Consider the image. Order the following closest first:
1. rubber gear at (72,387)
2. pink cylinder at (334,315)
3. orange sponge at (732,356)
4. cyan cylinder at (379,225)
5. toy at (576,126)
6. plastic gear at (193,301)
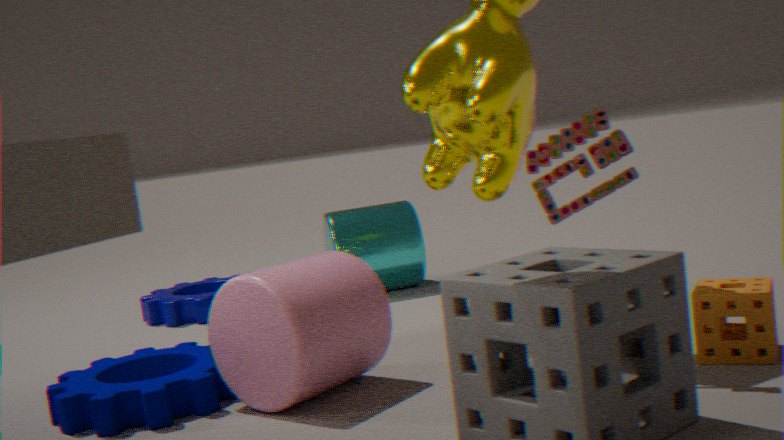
toy at (576,126) → orange sponge at (732,356) → pink cylinder at (334,315) → rubber gear at (72,387) → plastic gear at (193,301) → cyan cylinder at (379,225)
